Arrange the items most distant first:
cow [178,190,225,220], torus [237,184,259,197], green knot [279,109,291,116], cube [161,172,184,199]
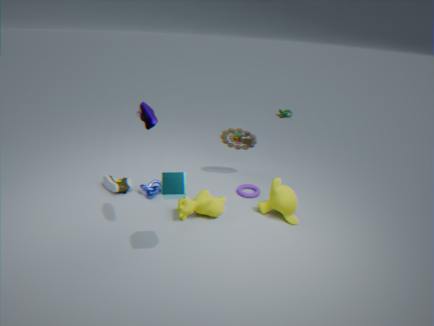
1. green knot [279,109,291,116]
2. torus [237,184,259,197]
3. cow [178,190,225,220]
4. cube [161,172,184,199]
